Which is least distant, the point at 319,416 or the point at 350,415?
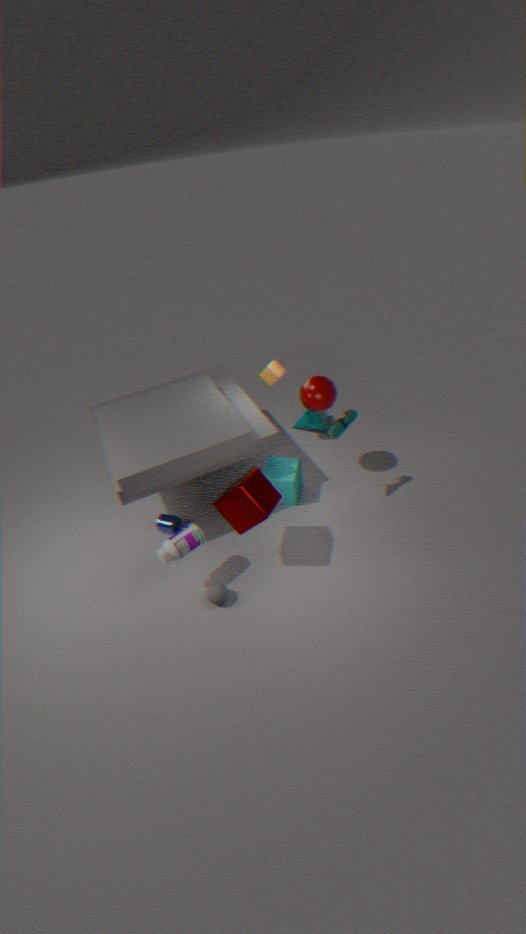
the point at 350,415
